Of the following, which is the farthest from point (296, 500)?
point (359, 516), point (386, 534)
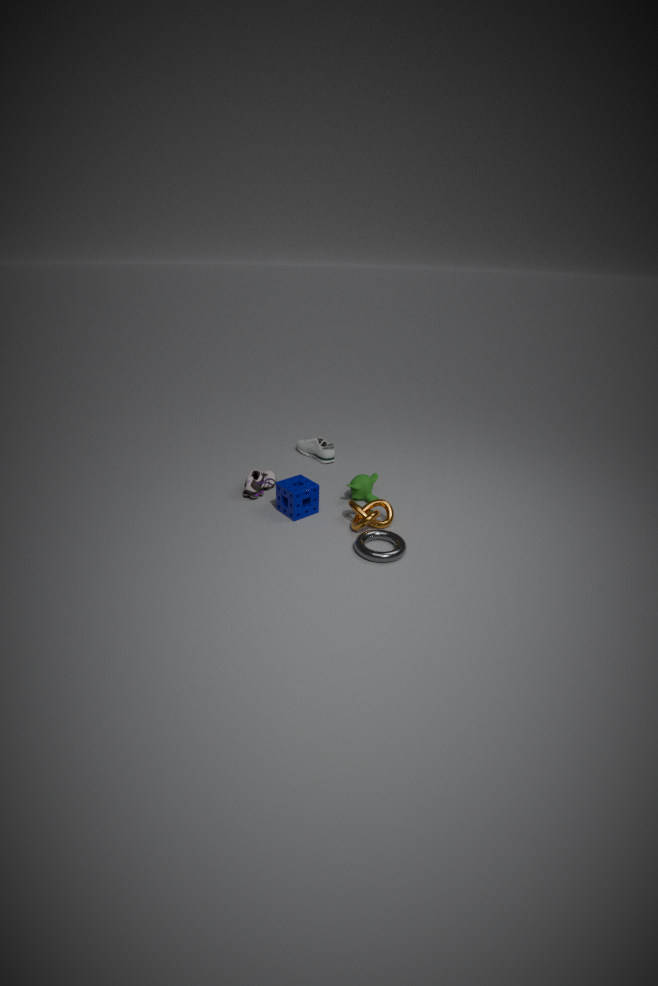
point (386, 534)
